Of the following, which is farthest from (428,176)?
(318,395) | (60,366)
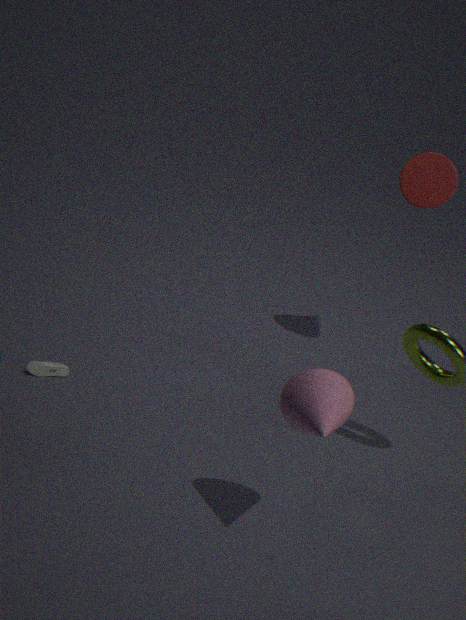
(60,366)
